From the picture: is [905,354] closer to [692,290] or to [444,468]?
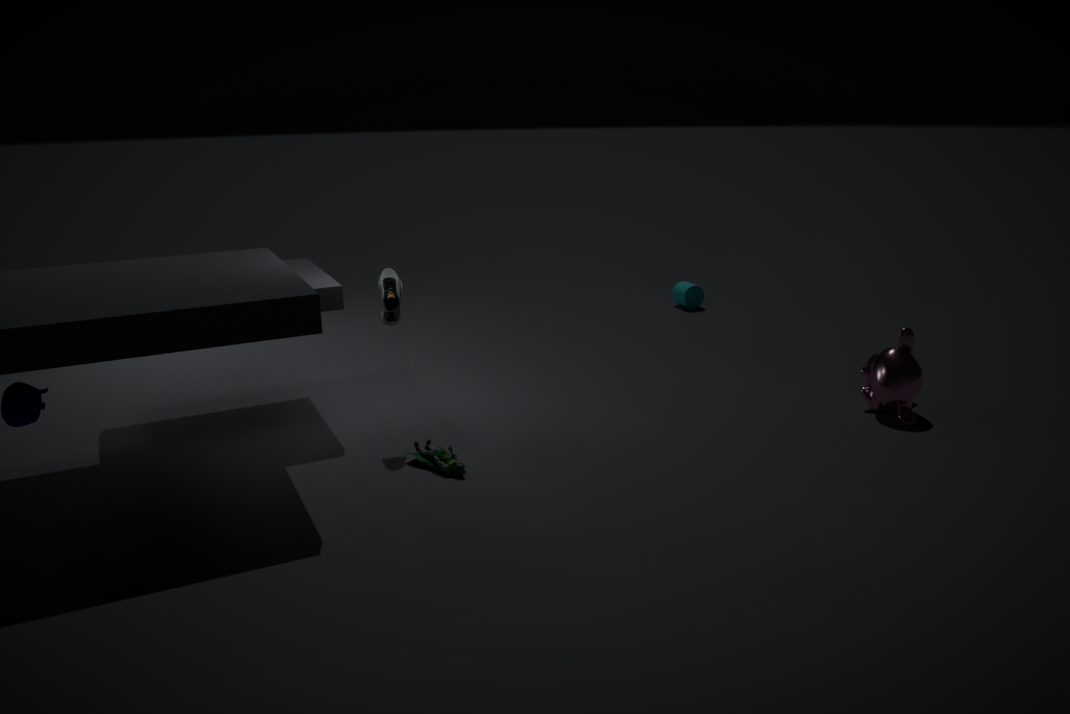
[444,468]
